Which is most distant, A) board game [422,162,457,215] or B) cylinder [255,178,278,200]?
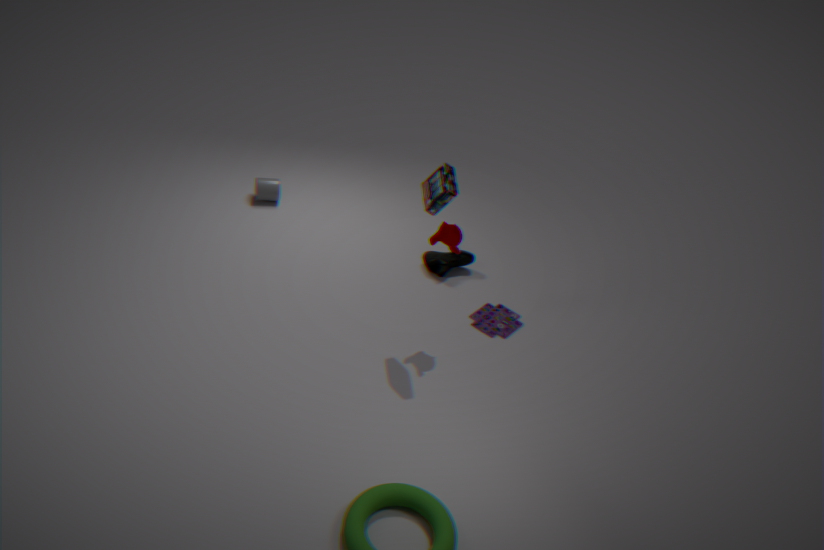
B. cylinder [255,178,278,200]
